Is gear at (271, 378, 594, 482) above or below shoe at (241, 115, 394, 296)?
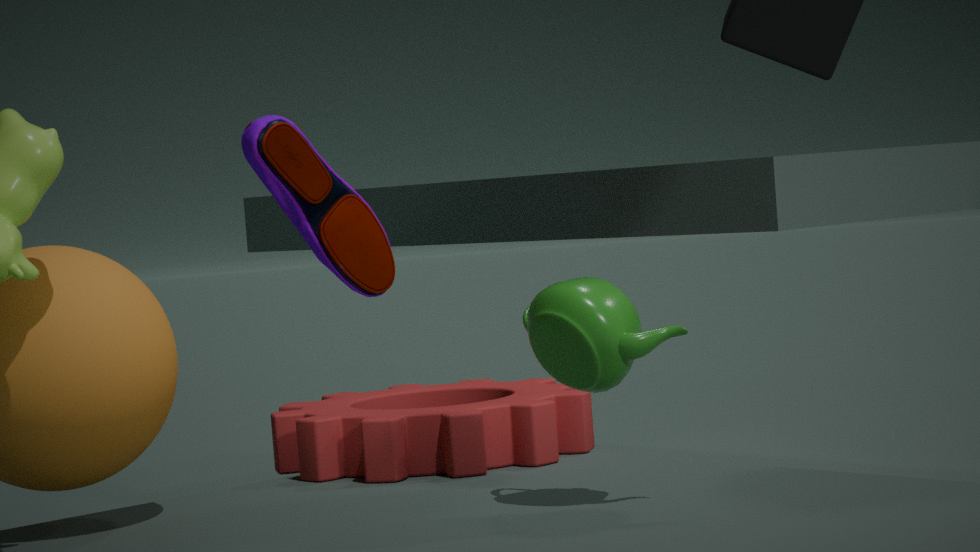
below
